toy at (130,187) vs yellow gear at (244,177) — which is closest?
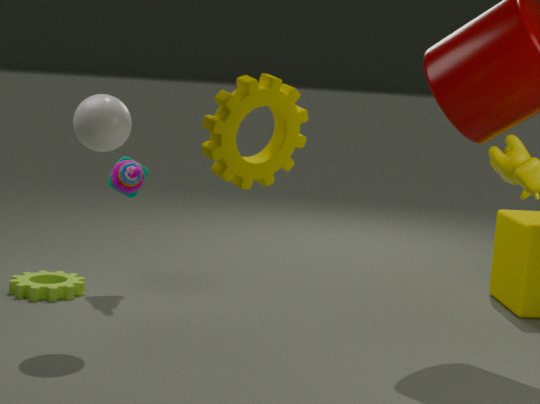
yellow gear at (244,177)
